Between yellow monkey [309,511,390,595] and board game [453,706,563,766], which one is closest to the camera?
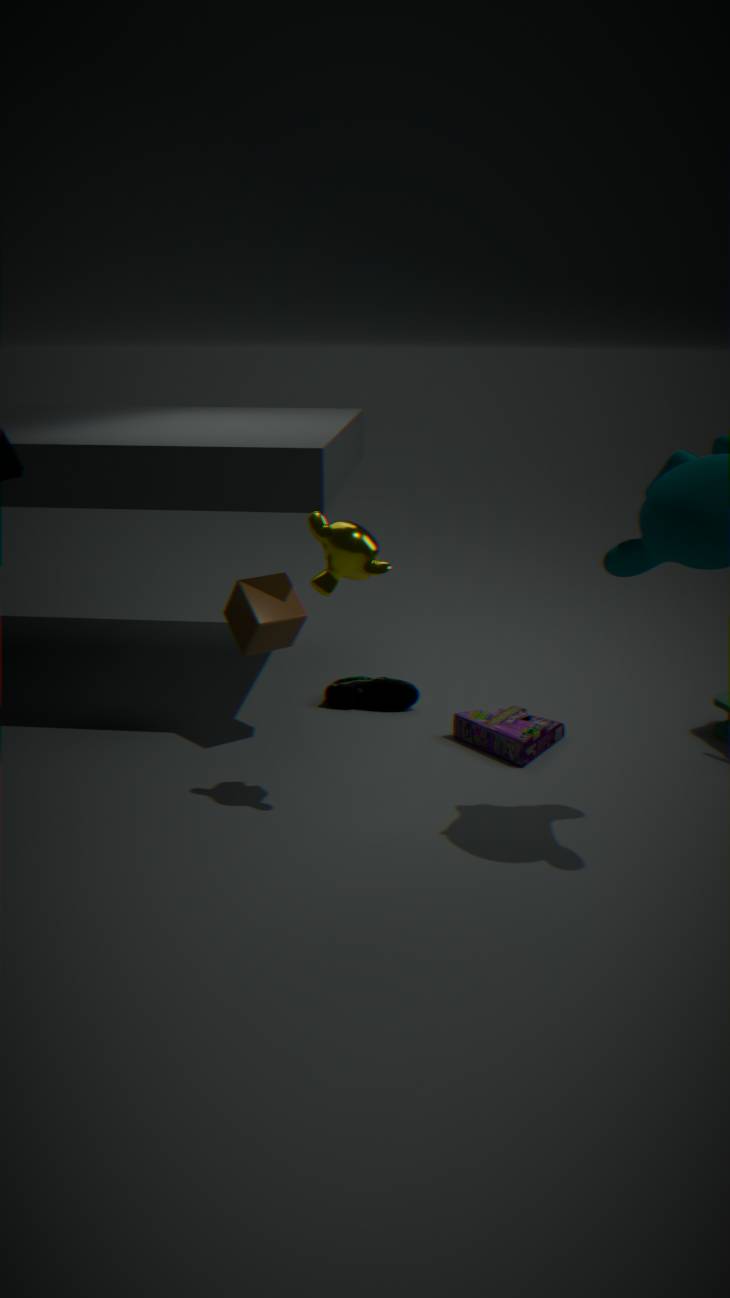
yellow monkey [309,511,390,595]
